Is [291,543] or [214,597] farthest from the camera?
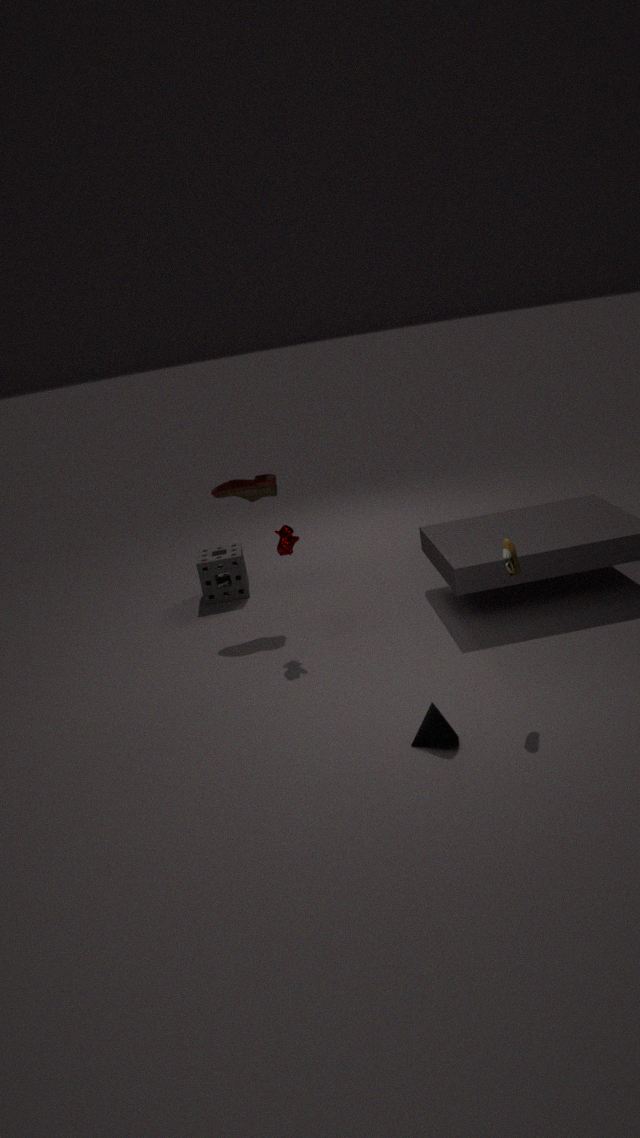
[214,597]
